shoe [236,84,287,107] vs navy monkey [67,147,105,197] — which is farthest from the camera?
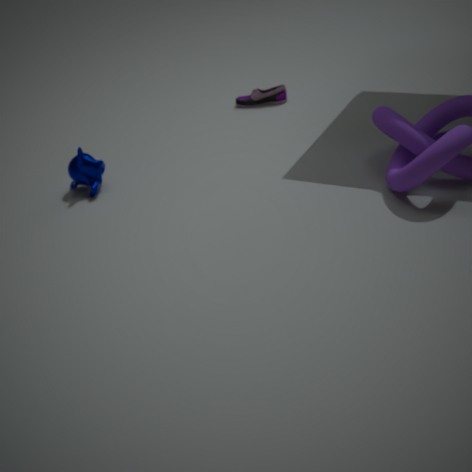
shoe [236,84,287,107]
